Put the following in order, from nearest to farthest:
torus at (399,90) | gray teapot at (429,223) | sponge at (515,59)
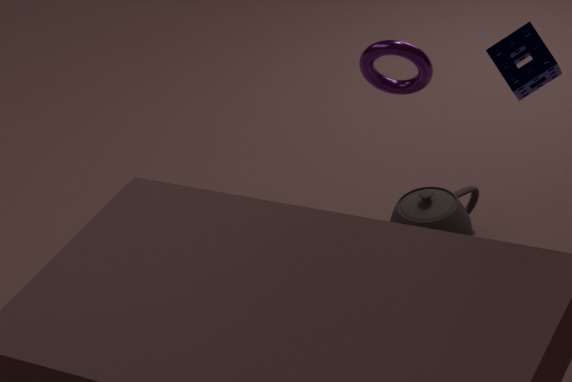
sponge at (515,59) → torus at (399,90) → gray teapot at (429,223)
